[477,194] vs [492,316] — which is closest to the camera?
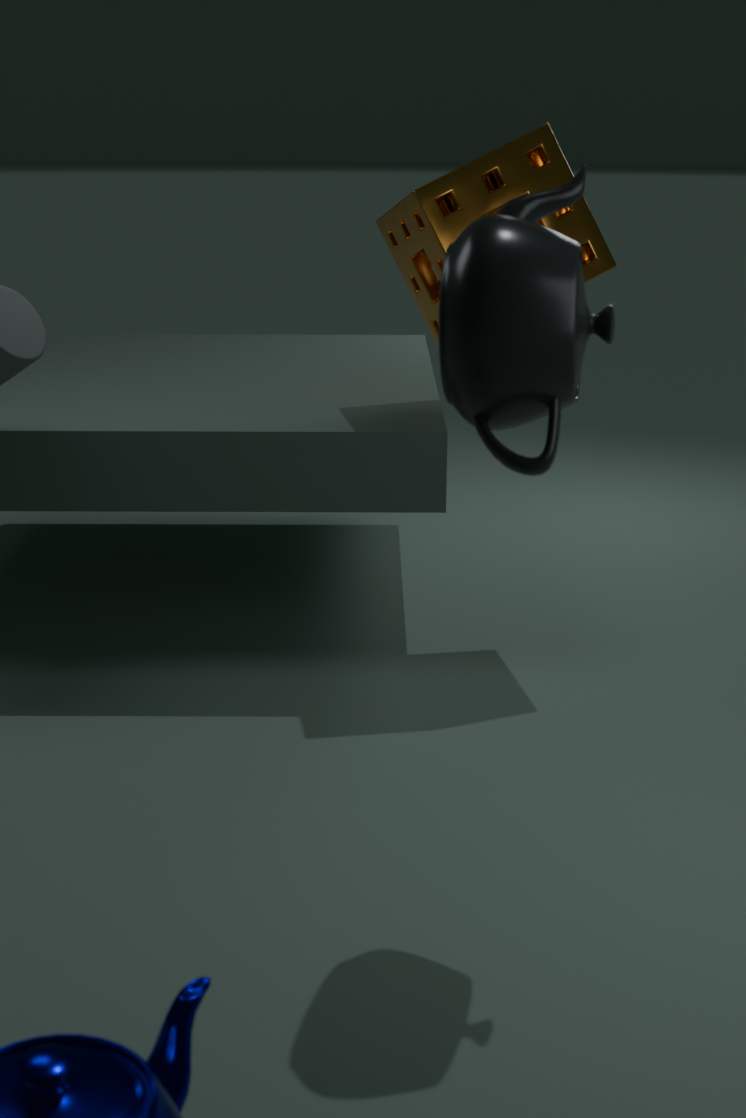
[492,316]
